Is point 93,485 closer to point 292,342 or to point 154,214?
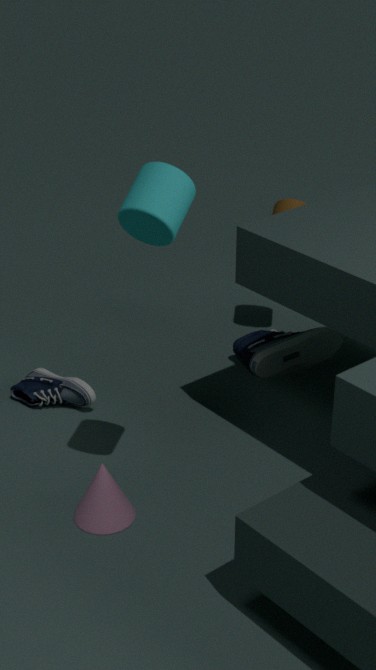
point 154,214
